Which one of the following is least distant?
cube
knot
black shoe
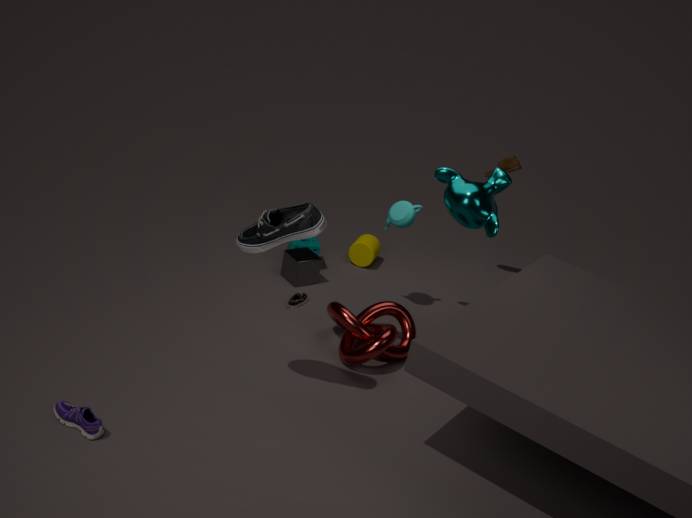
black shoe
